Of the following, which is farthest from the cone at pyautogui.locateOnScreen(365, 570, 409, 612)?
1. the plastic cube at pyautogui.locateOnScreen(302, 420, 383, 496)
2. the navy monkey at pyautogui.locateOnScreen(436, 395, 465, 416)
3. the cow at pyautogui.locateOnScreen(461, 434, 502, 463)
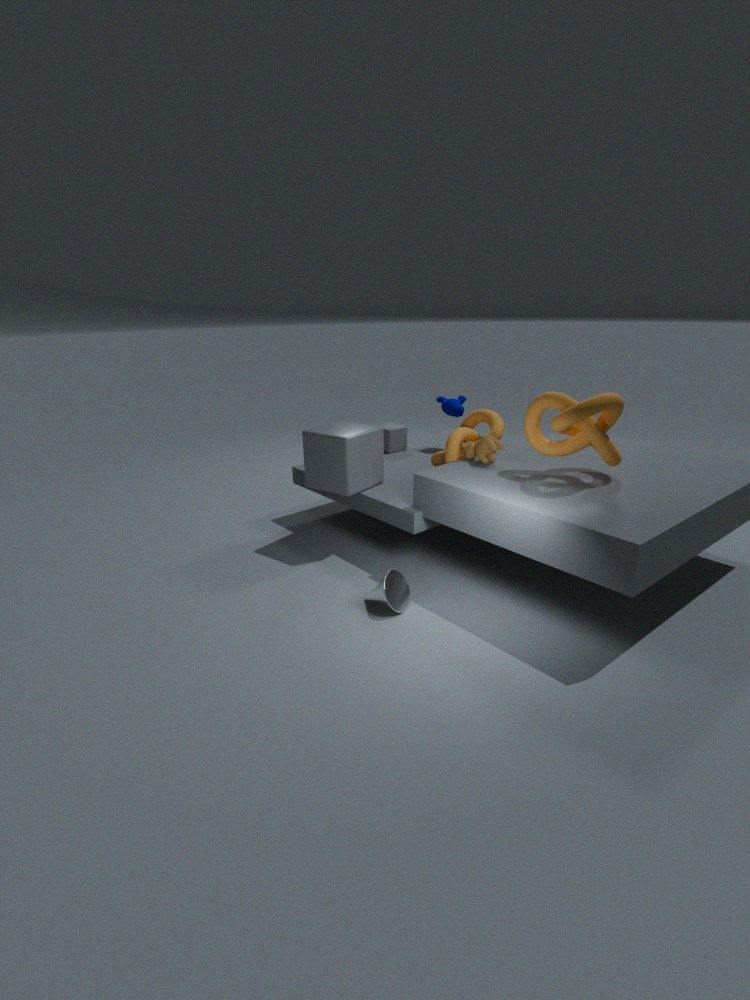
the navy monkey at pyautogui.locateOnScreen(436, 395, 465, 416)
